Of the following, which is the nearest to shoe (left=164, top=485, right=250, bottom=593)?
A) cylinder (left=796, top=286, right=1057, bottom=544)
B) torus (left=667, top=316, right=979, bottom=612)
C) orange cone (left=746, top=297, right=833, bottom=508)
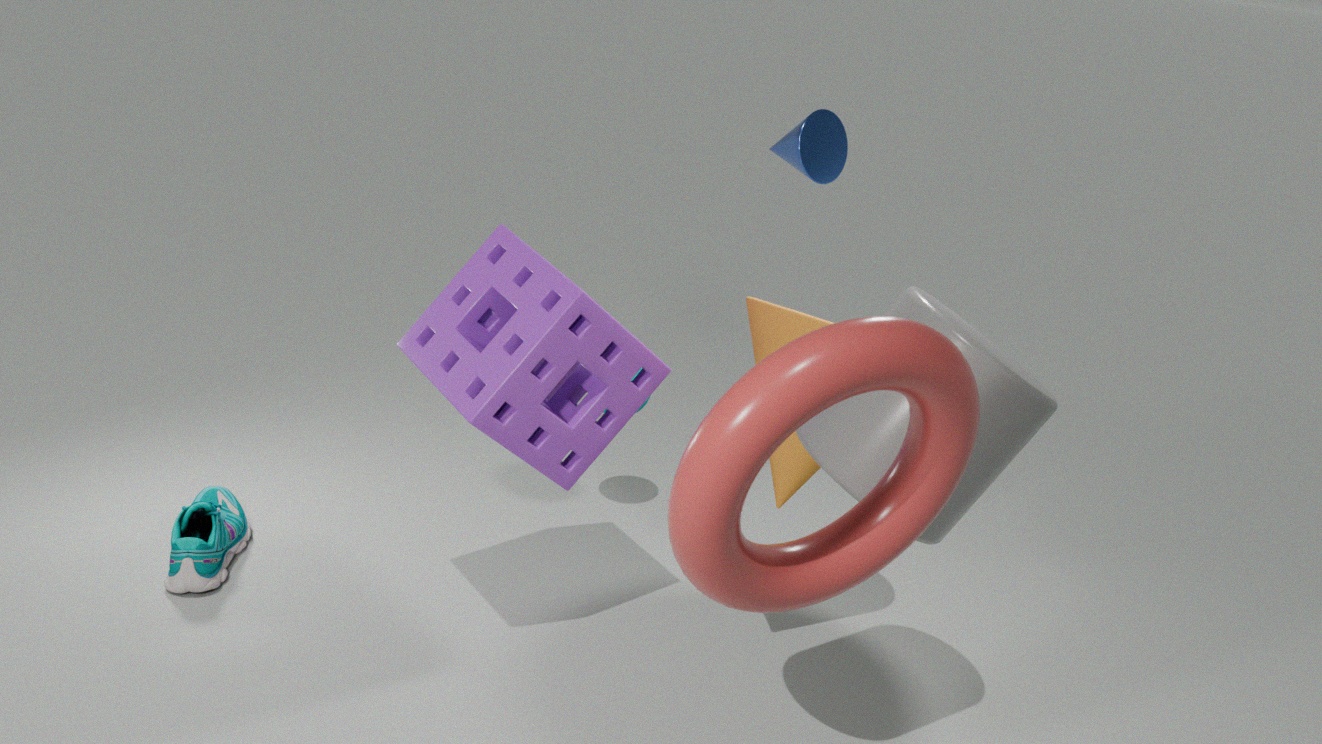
orange cone (left=746, top=297, right=833, bottom=508)
